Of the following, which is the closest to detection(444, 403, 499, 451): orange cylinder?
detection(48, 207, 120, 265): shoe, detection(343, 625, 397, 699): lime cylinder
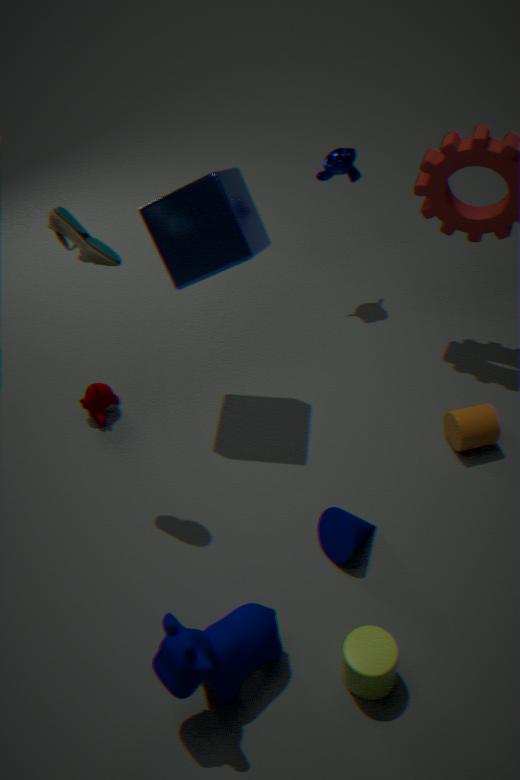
detection(343, 625, 397, 699): lime cylinder
